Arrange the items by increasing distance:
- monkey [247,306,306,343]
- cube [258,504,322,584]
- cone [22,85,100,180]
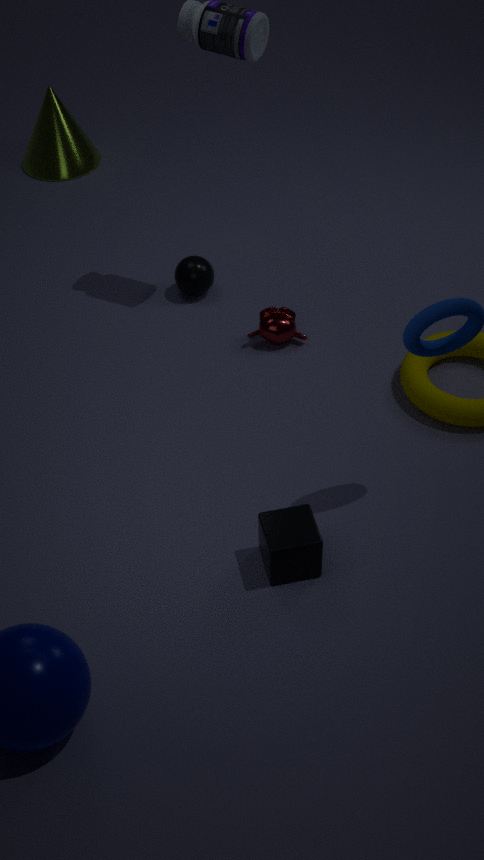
cube [258,504,322,584] < monkey [247,306,306,343] < cone [22,85,100,180]
